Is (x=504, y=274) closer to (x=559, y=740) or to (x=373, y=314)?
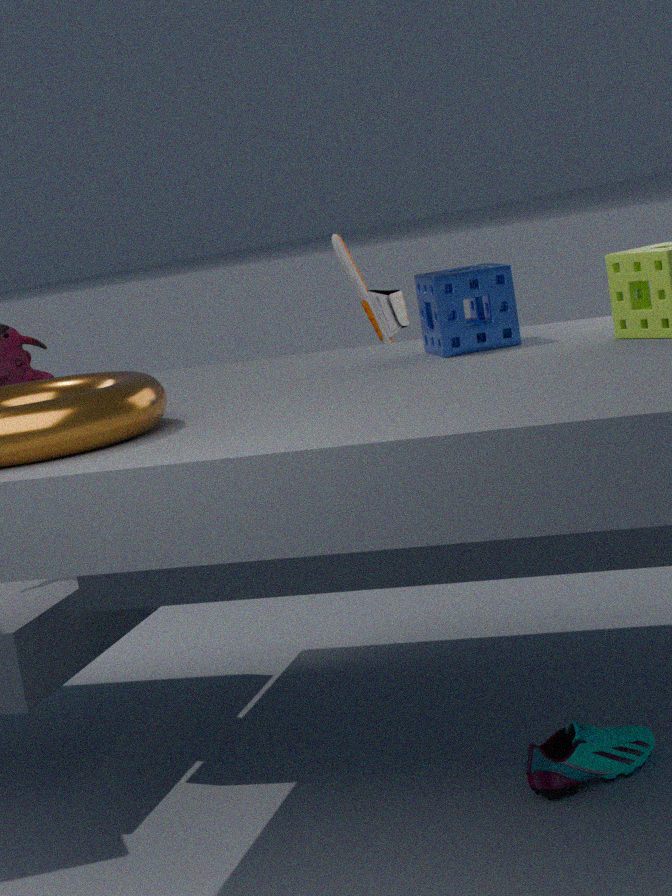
(x=373, y=314)
